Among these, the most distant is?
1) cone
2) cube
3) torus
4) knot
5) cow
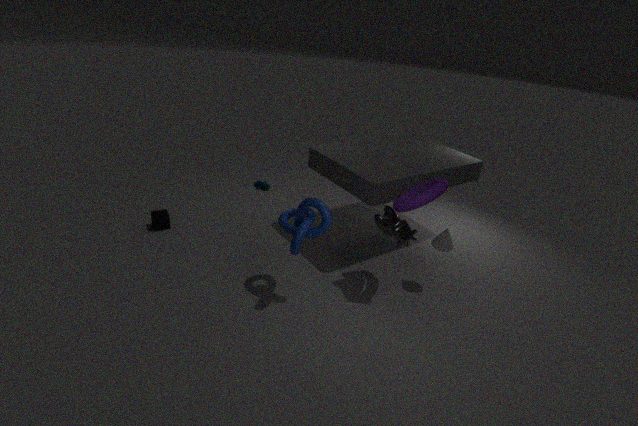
2. cube
